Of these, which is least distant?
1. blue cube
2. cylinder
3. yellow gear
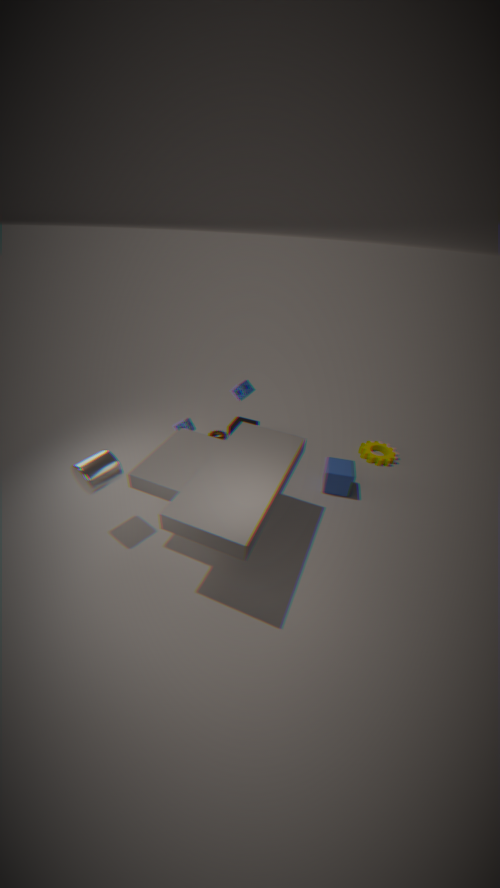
cylinder
